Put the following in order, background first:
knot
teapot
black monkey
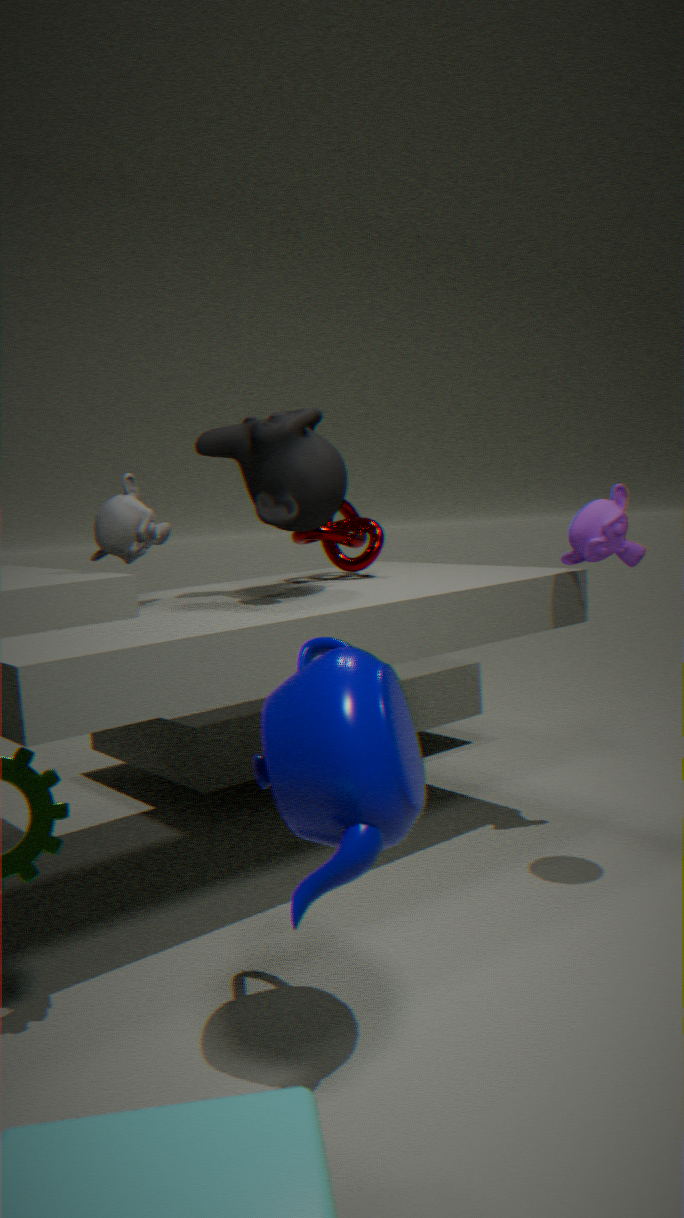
knot
black monkey
teapot
